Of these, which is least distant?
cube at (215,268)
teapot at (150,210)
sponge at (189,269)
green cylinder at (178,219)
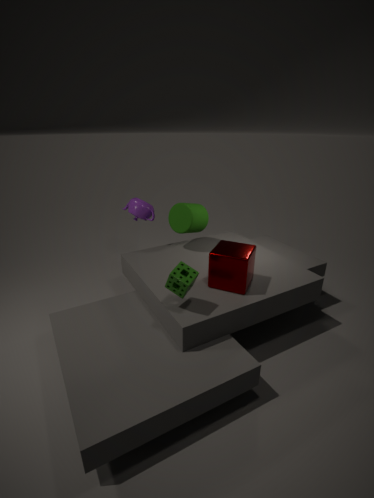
sponge at (189,269)
